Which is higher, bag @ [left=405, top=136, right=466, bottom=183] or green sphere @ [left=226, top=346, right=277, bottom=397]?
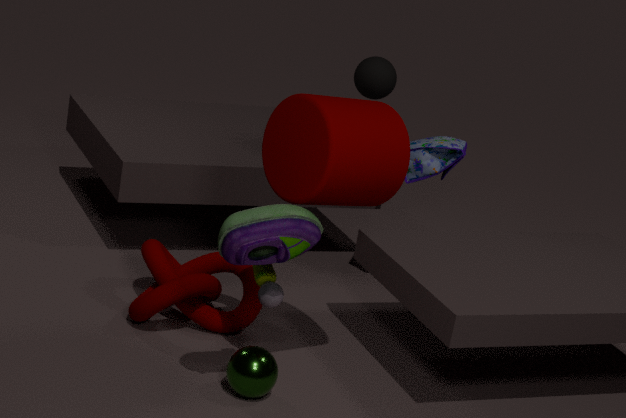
bag @ [left=405, top=136, right=466, bottom=183]
